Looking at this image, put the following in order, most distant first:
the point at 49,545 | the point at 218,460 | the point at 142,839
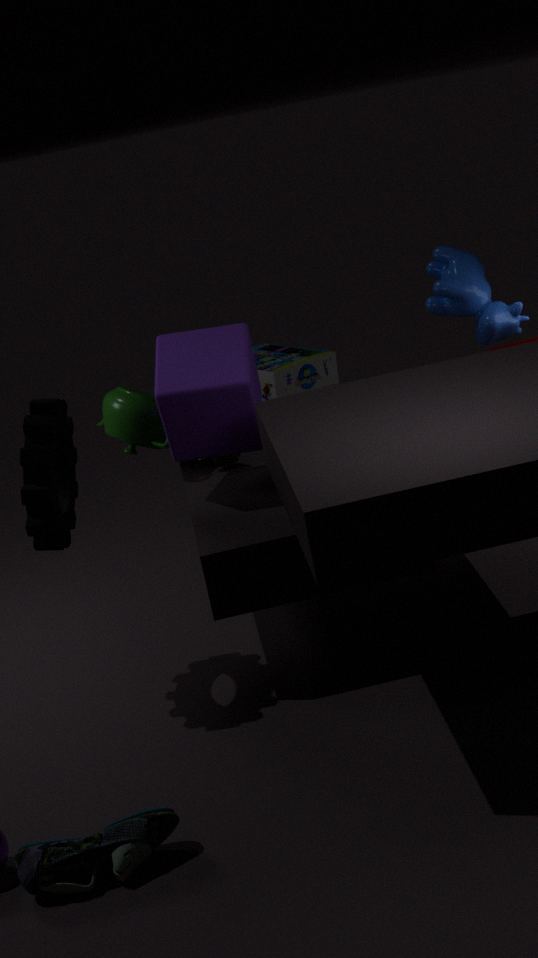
the point at 218,460, the point at 49,545, the point at 142,839
